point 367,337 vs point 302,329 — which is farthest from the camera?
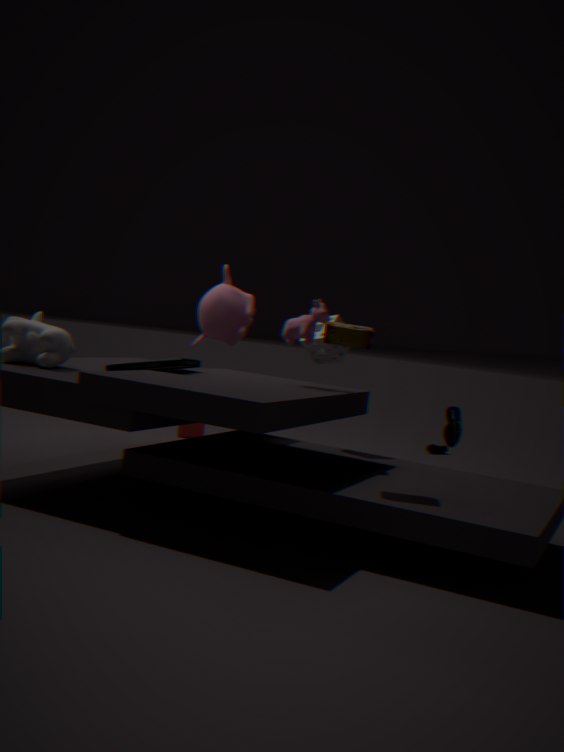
point 302,329
